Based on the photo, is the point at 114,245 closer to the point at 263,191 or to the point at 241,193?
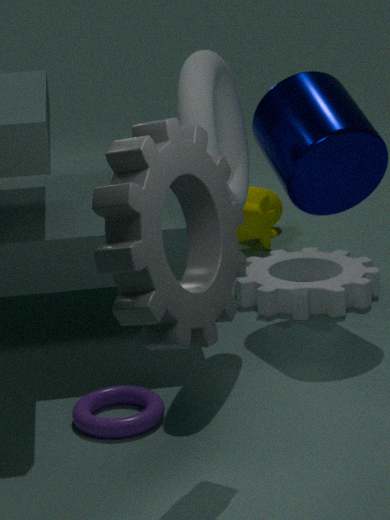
the point at 241,193
